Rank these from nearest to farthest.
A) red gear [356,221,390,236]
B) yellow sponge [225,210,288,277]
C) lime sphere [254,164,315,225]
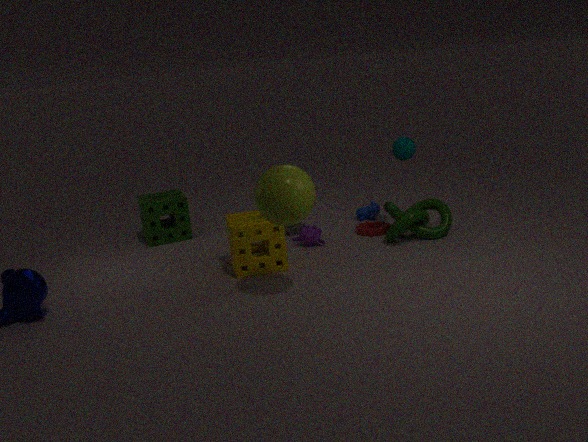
lime sphere [254,164,315,225]
yellow sponge [225,210,288,277]
red gear [356,221,390,236]
